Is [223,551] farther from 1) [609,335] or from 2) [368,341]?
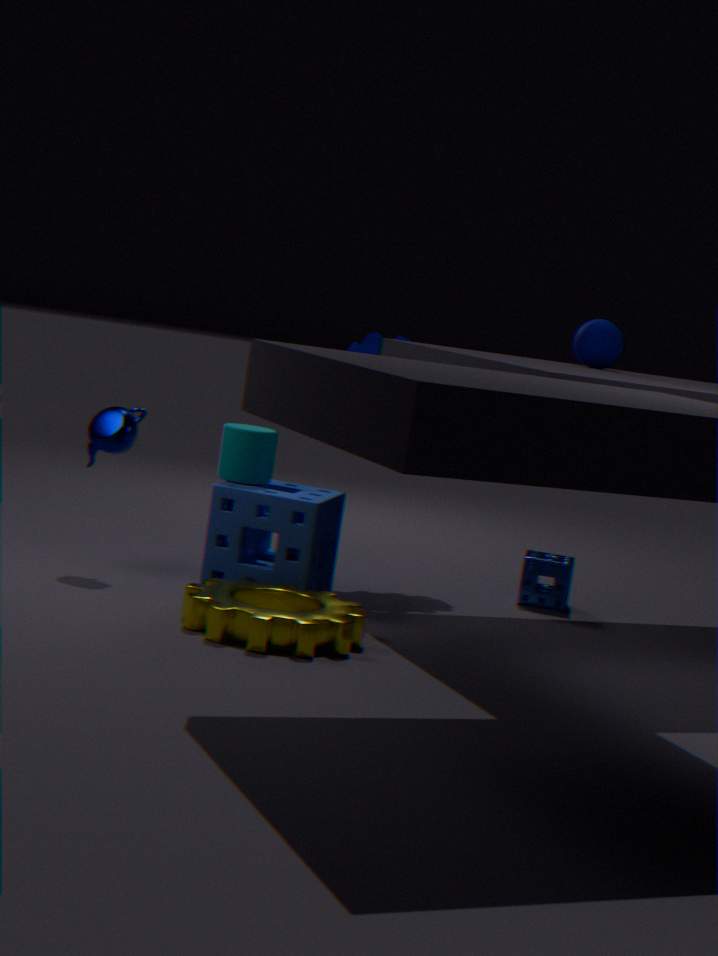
1) [609,335]
